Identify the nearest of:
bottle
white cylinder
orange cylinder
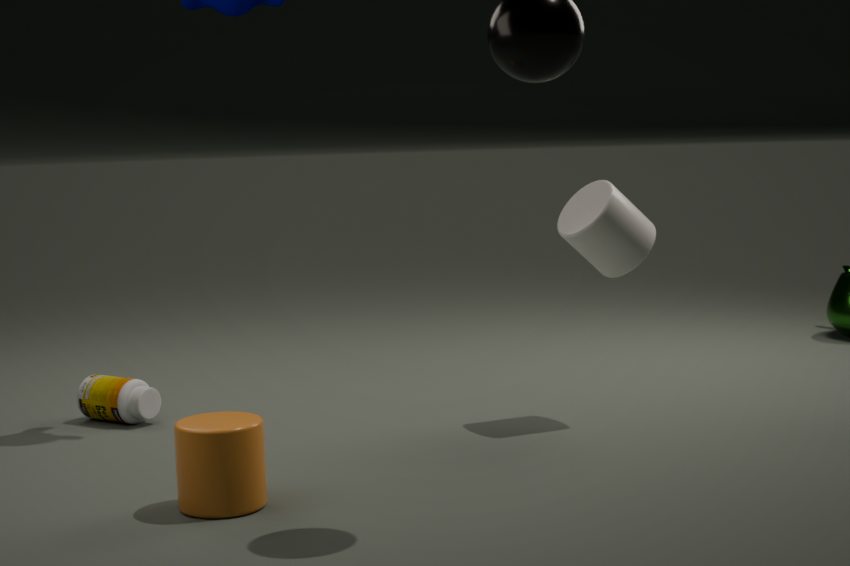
orange cylinder
